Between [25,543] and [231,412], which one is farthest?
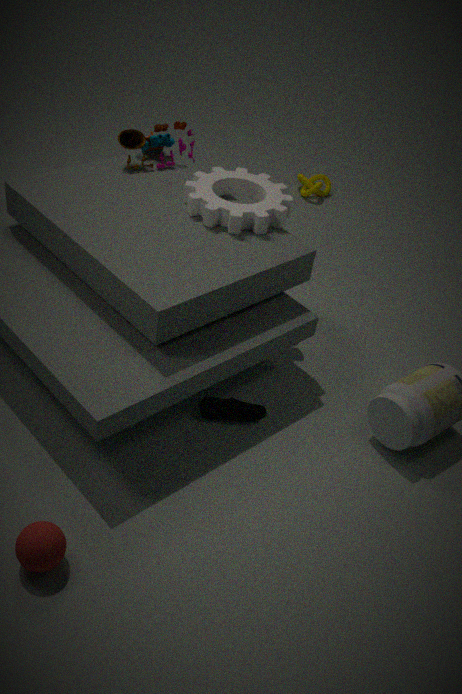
[231,412]
